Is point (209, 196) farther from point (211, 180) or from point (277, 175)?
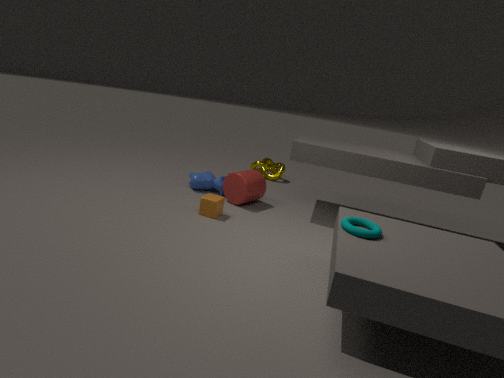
point (277, 175)
